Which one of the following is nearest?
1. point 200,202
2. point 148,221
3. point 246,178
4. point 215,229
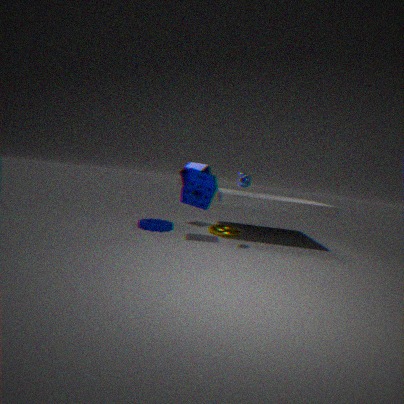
point 246,178
